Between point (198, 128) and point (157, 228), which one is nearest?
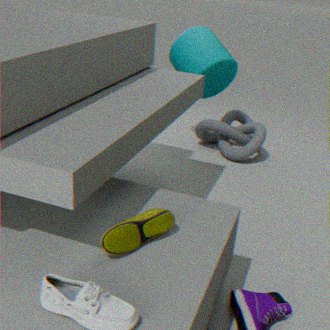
point (157, 228)
